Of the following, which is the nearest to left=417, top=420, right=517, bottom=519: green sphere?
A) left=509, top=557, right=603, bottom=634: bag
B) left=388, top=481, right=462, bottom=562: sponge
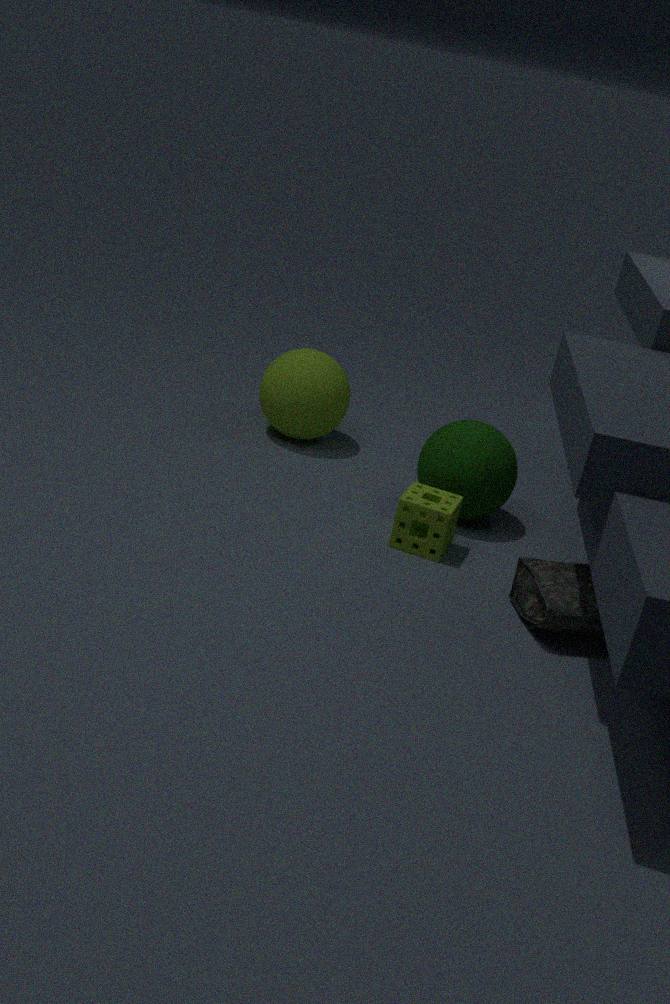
left=388, top=481, right=462, bottom=562: sponge
